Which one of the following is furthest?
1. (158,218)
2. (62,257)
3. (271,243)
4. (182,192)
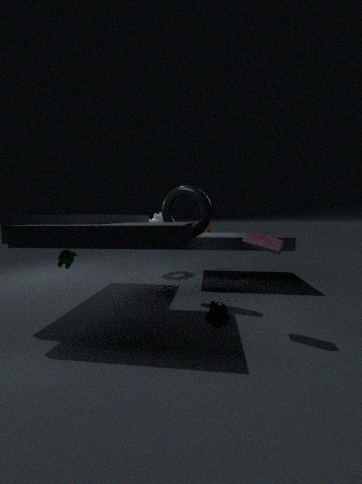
(158,218)
